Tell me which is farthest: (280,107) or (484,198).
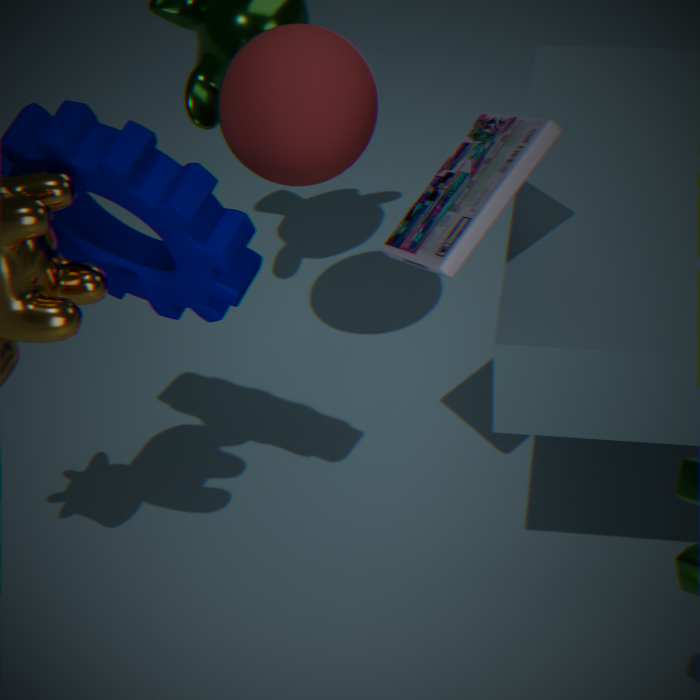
(280,107)
